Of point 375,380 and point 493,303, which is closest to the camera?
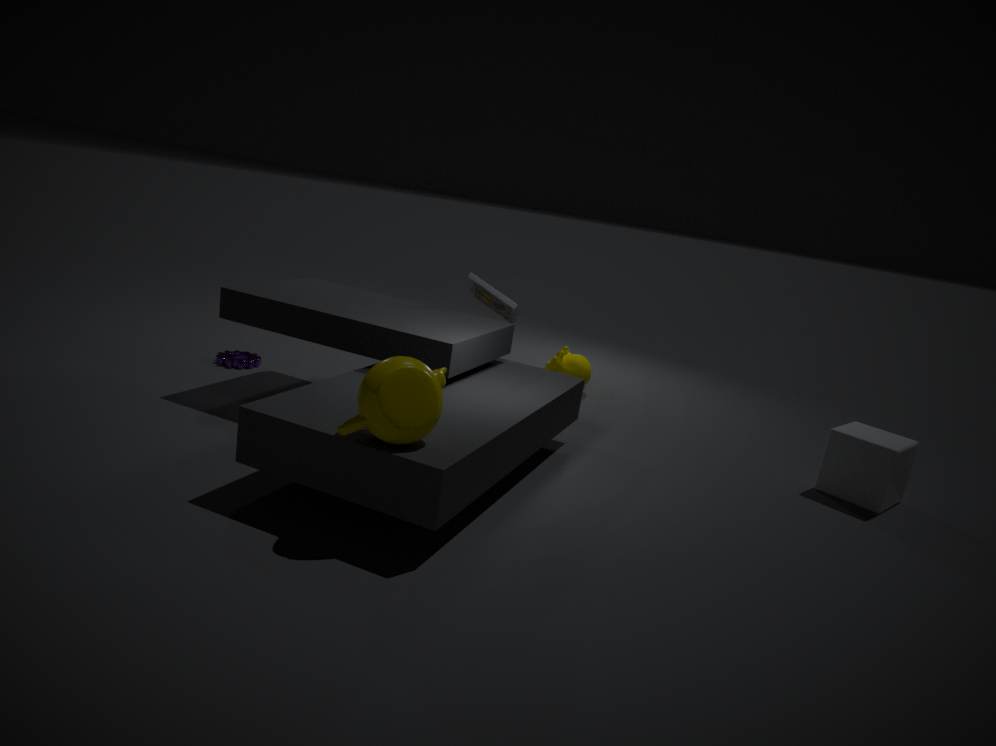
point 375,380
